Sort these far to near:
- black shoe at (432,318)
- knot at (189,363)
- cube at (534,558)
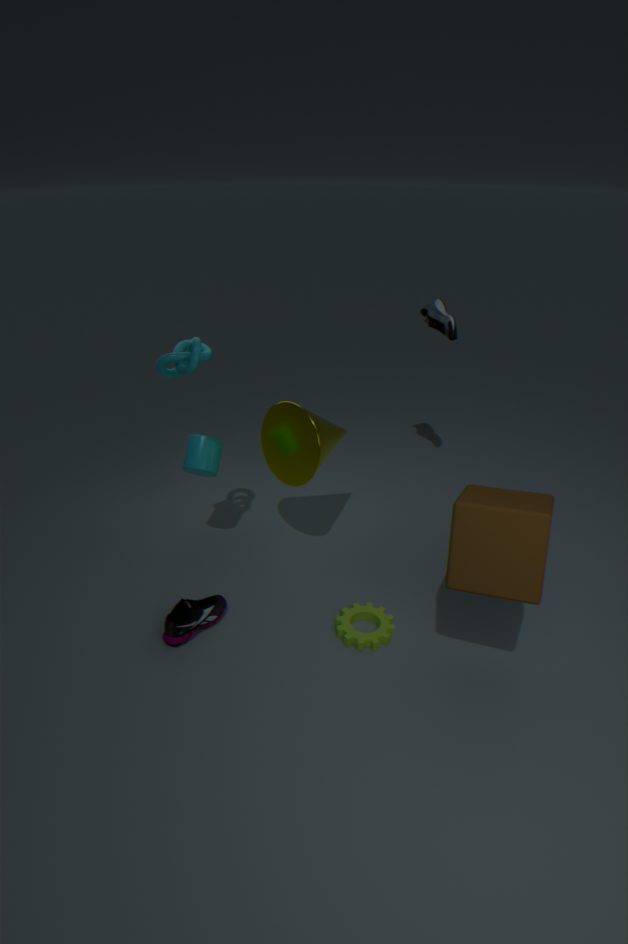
1. black shoe at (432,318)
2. knot at (189,363)
3. cube at (534,558)
